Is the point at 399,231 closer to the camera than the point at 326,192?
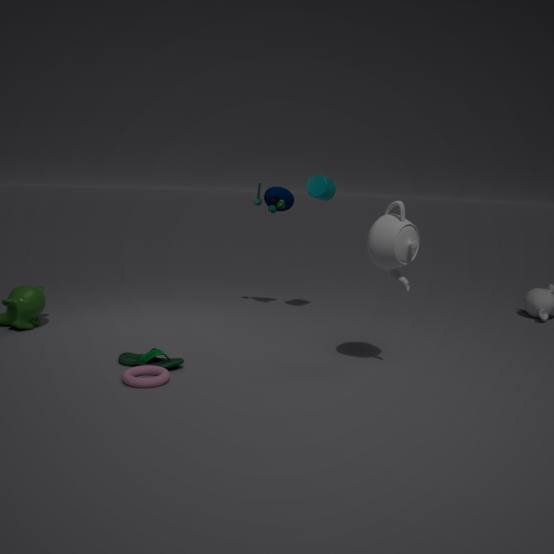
Yes
